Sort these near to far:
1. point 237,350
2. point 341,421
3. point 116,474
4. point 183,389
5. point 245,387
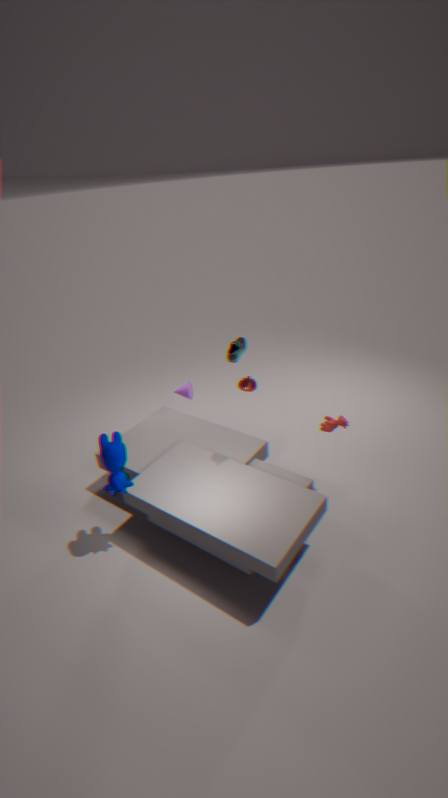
point 116,474, point 245,387, point 341,421, point 237,350, point 183,389
